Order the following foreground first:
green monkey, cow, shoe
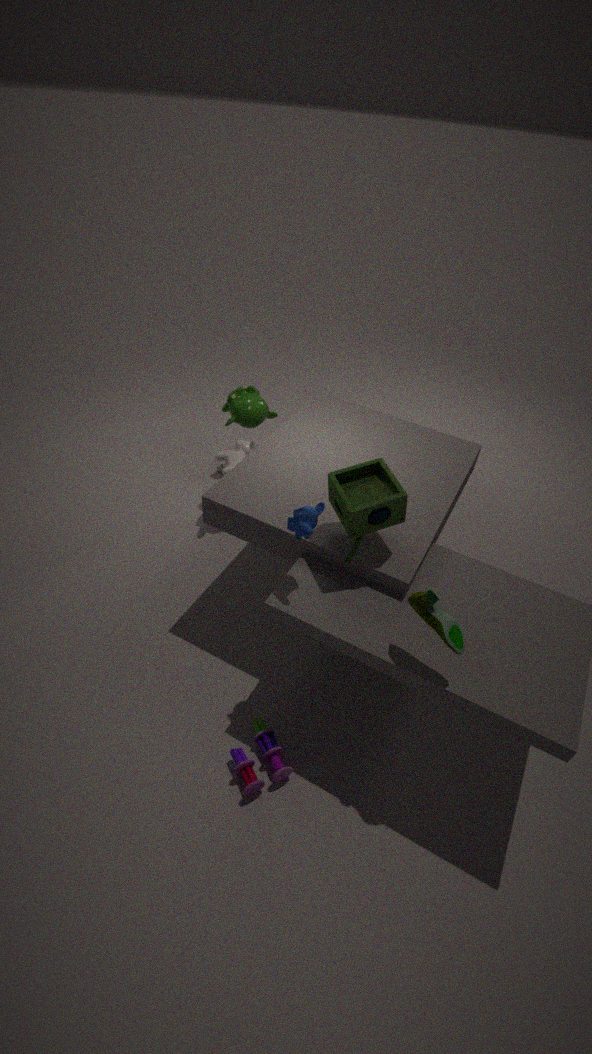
shoe → green monkey → cow
